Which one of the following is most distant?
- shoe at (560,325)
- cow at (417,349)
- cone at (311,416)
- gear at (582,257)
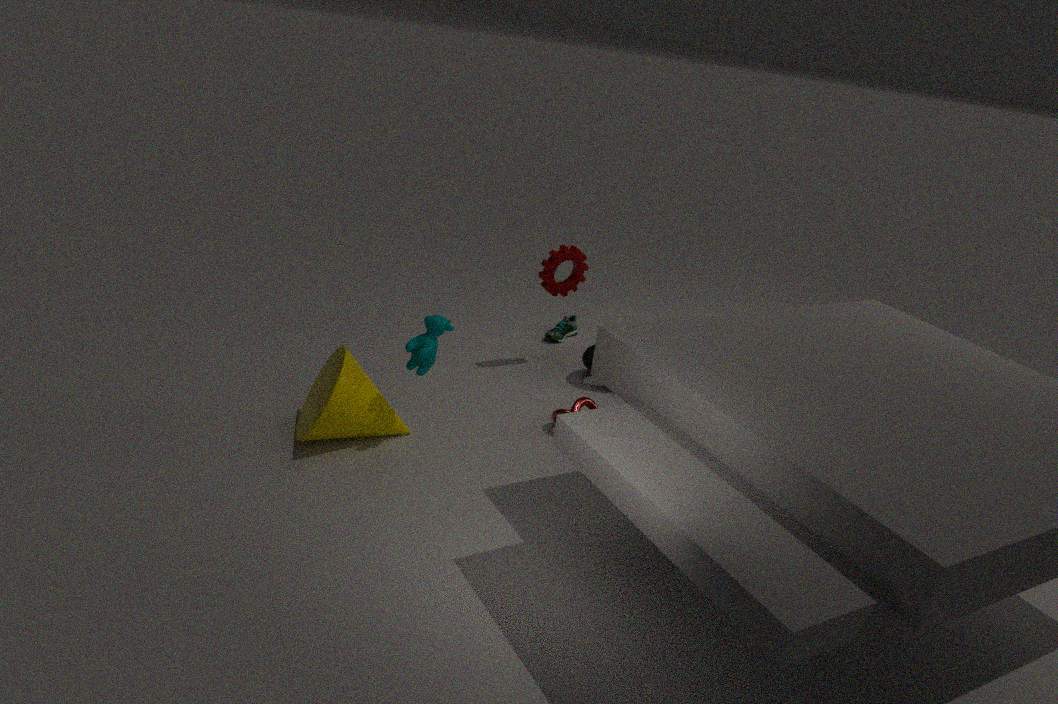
shoe at (560,325)
